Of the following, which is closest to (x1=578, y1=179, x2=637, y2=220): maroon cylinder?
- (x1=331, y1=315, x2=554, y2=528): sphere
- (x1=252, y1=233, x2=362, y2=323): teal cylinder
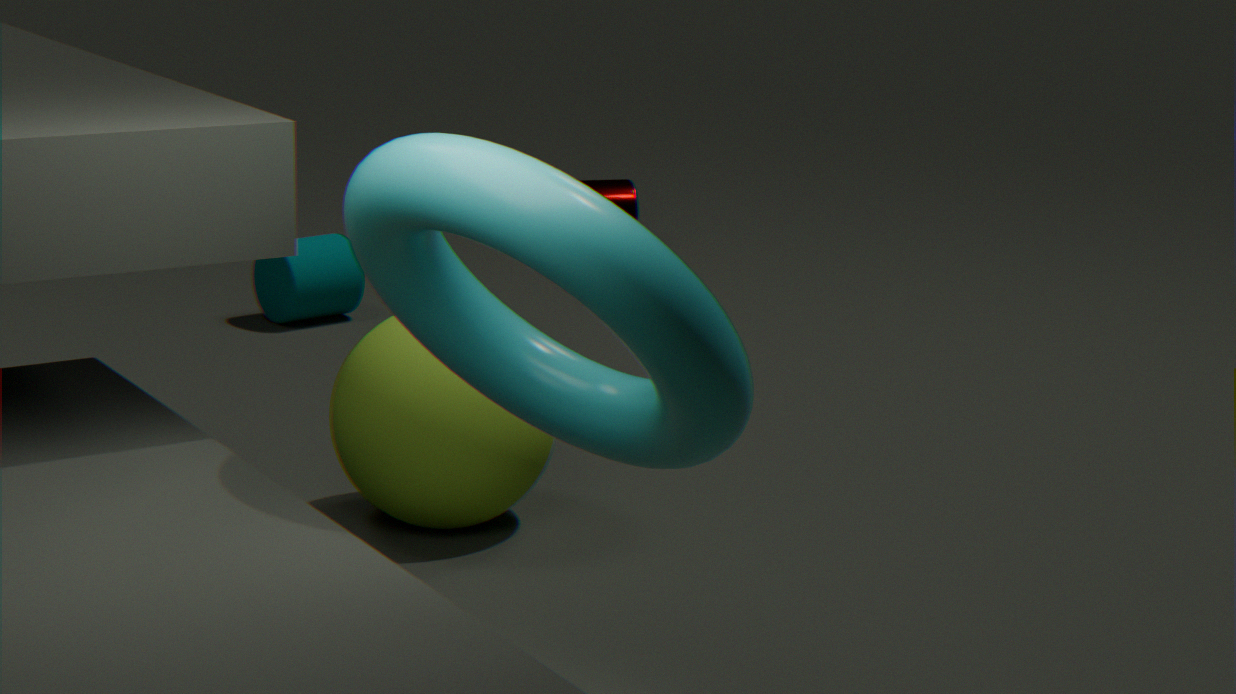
(x1=252, y1=233, x2=362, y2=323): teal cylinder
